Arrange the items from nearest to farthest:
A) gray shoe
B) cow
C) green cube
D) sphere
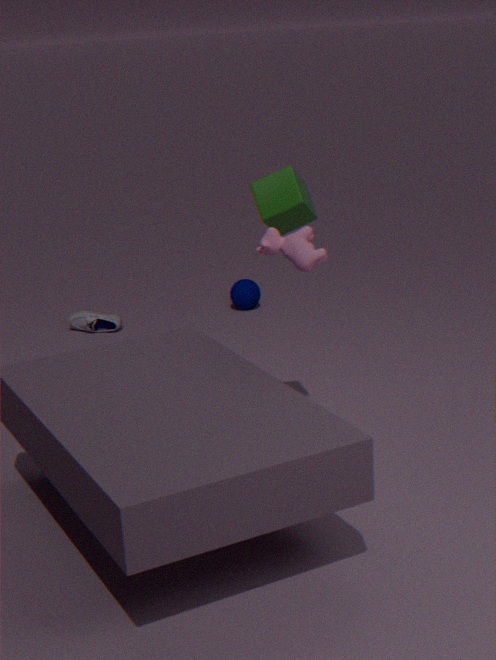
cow
green cube
gray shoe
sphere
